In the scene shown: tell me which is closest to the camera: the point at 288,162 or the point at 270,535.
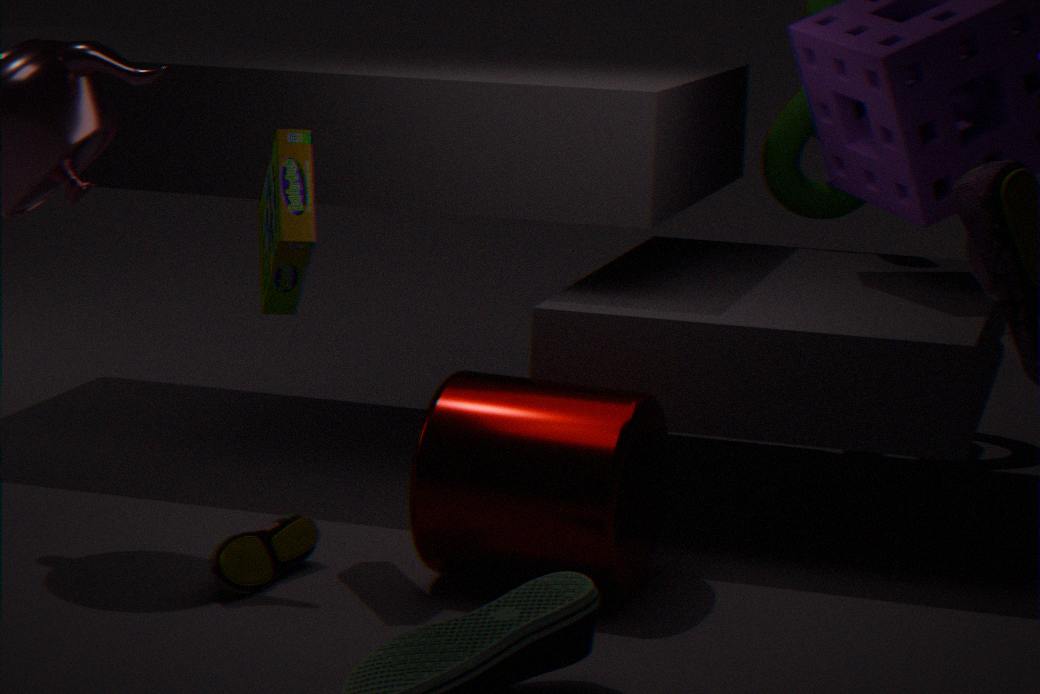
the point at 288,162
